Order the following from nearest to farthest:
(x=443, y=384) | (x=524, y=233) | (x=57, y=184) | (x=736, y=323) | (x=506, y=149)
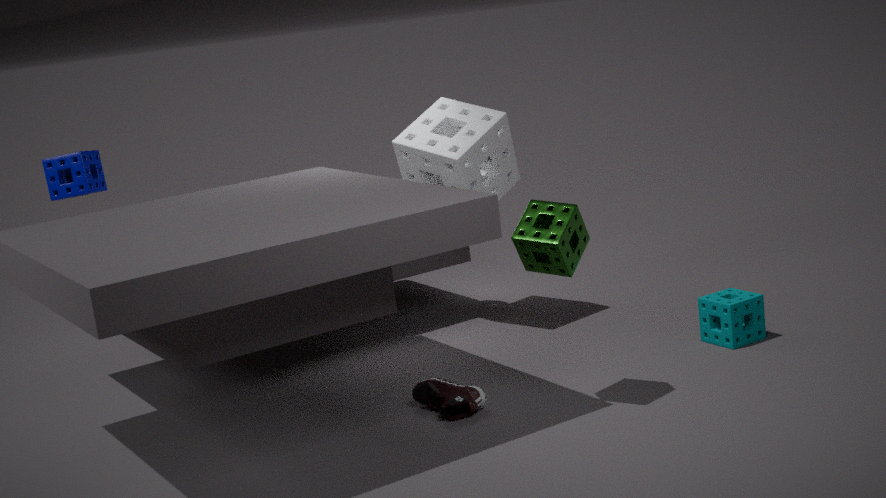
(x=524, y=233), (x=443, y=384), (x=736, y=323), (x=57, y=184), (x=506, y=149)
